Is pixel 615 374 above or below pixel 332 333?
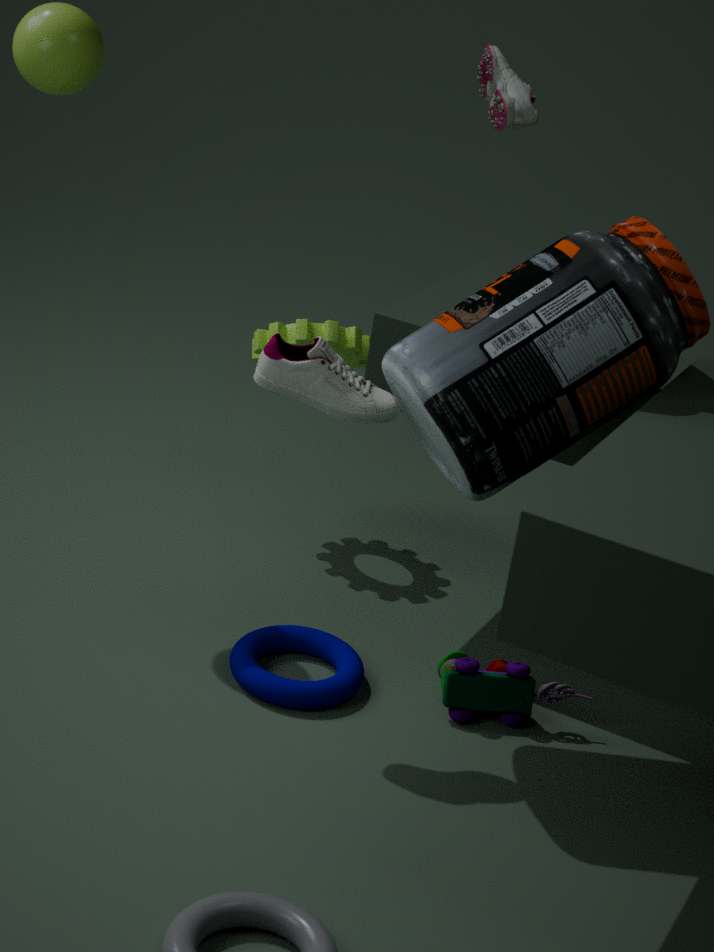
above
